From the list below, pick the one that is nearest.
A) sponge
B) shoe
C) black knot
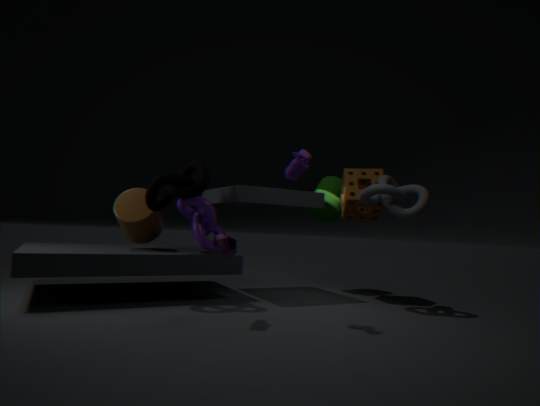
shoe
